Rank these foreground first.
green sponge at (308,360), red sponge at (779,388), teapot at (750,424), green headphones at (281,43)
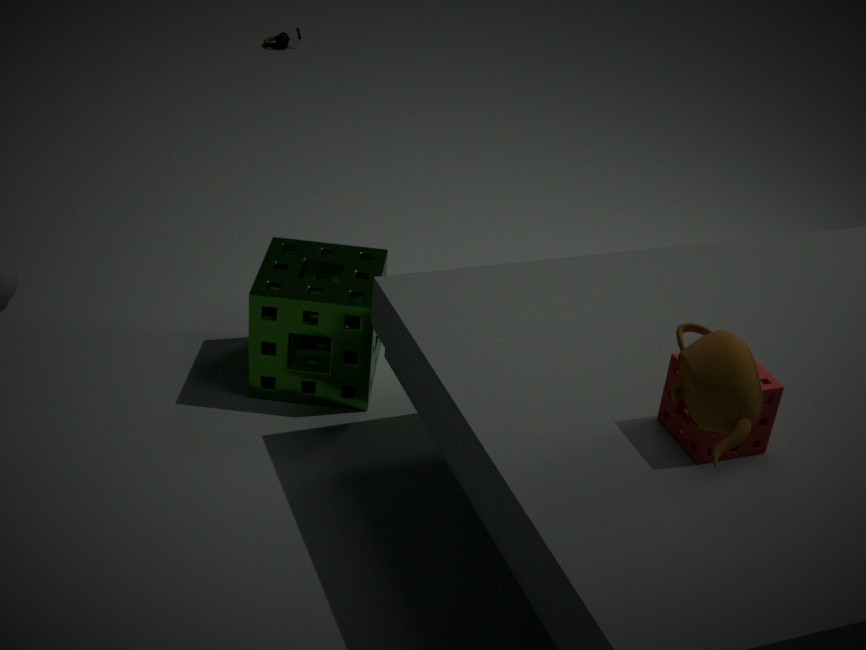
1. teapot at (750,424)
2. red sponge at (779,388)
3. green sponge at (308,360)
4. green headphones at (281,43)
